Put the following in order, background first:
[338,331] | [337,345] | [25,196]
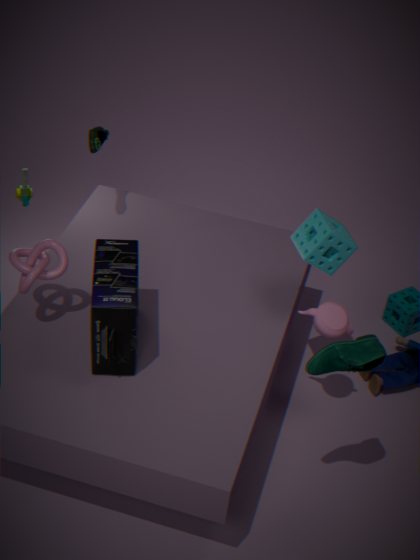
1. [25,196]
2. [338,331]
3. [337,345]
